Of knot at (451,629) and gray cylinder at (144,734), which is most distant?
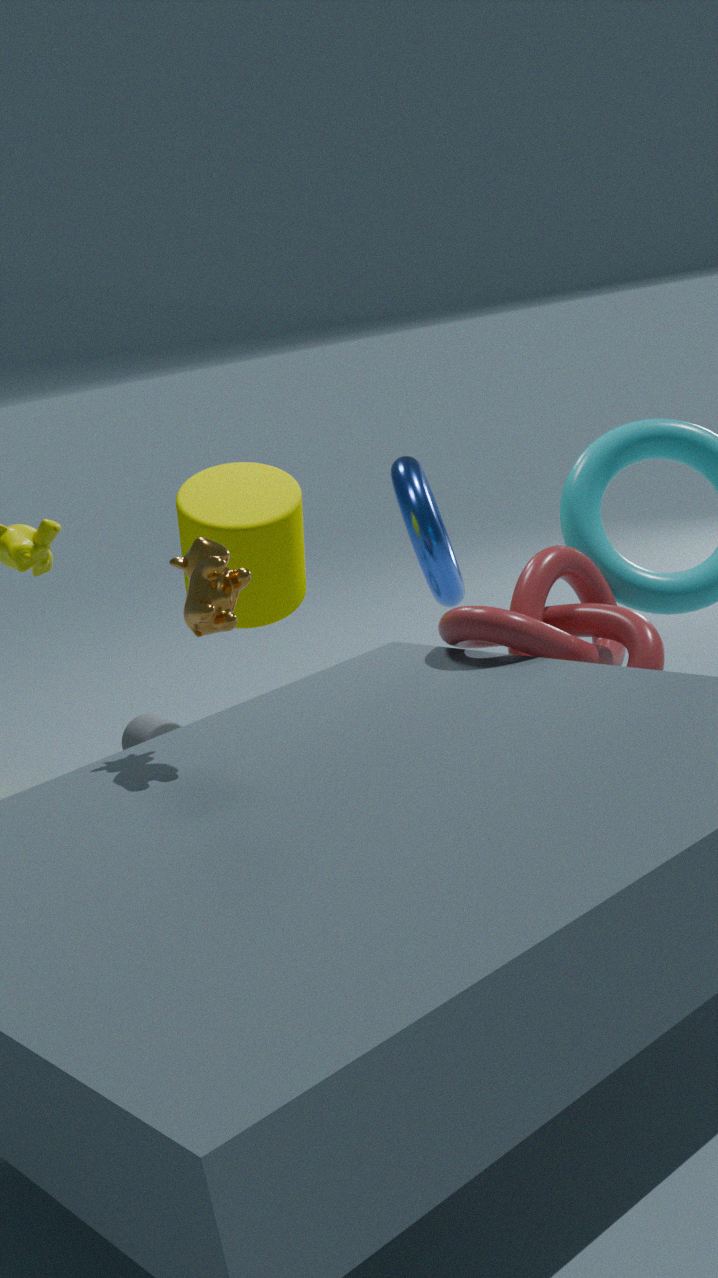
gray cylinder at (144,734)
